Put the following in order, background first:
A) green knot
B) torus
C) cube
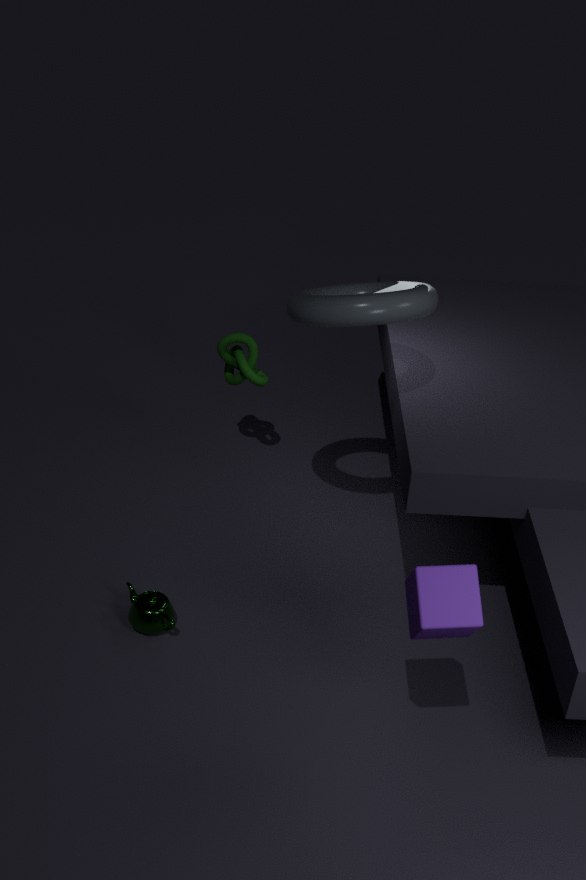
green knot
torus
cube
